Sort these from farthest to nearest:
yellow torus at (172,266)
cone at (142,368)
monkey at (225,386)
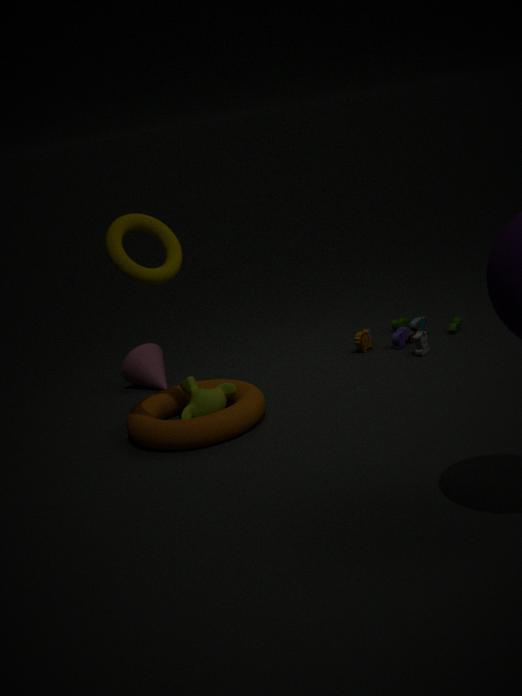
cone at (142,368), monkey at (225,386), yellow torus at (172,266)
